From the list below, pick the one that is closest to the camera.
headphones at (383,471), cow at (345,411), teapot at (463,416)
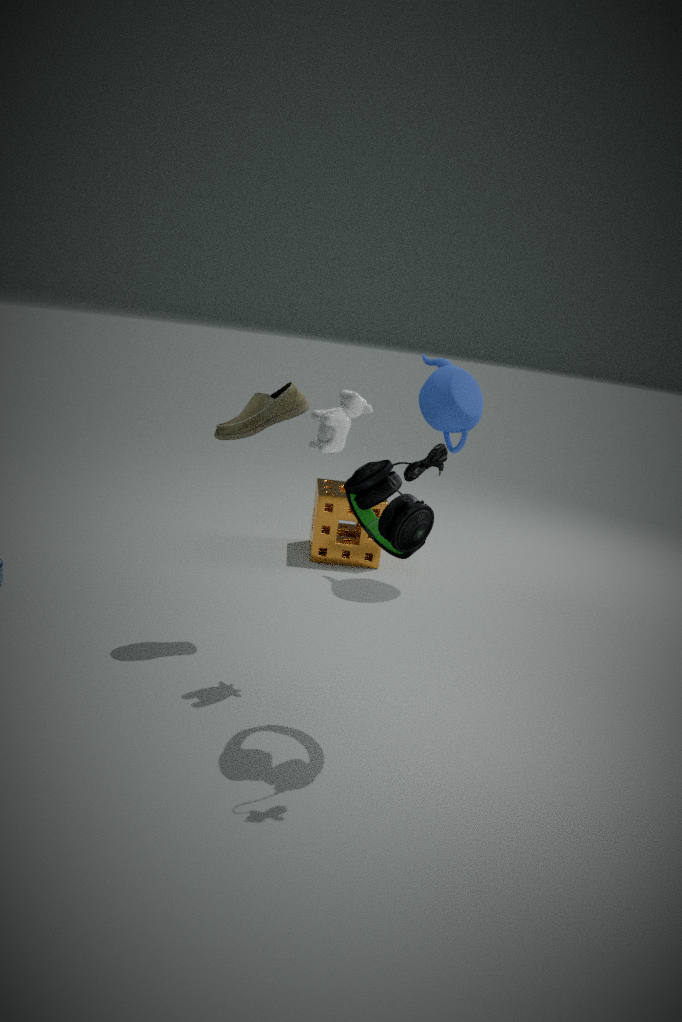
headphones at (383,471)
